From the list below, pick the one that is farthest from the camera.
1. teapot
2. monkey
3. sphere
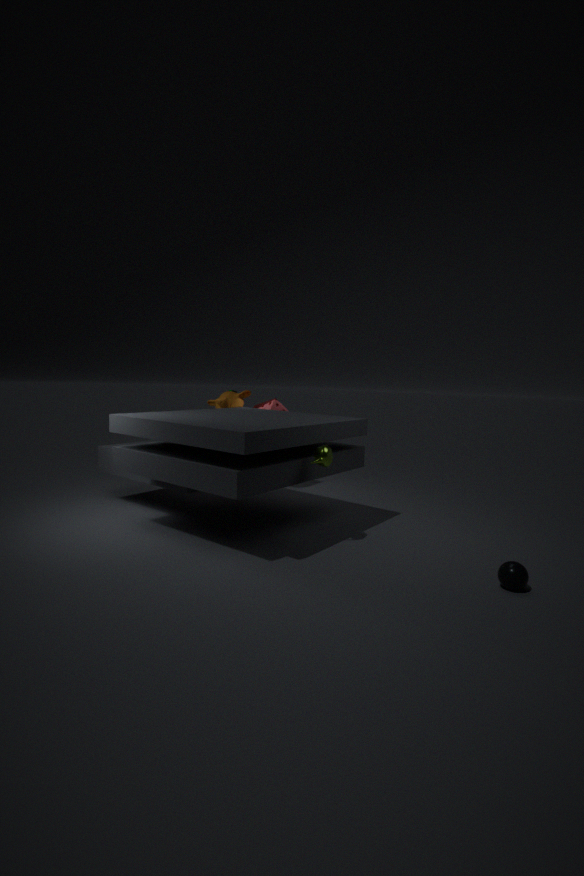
monkey
